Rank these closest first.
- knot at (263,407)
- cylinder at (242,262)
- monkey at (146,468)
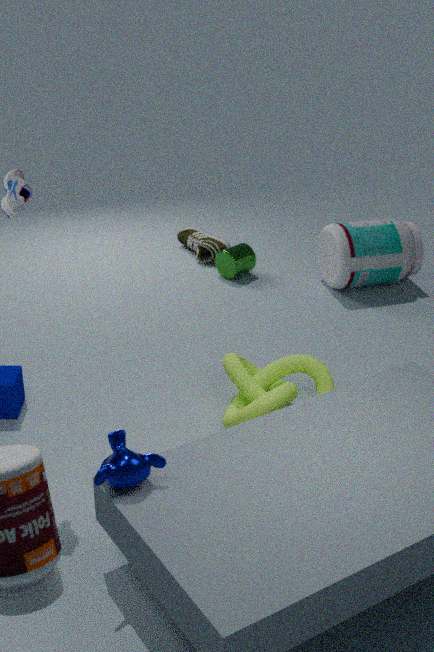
monkey at (146,468) < knot at (263,407) < cylinder at (242,262)
